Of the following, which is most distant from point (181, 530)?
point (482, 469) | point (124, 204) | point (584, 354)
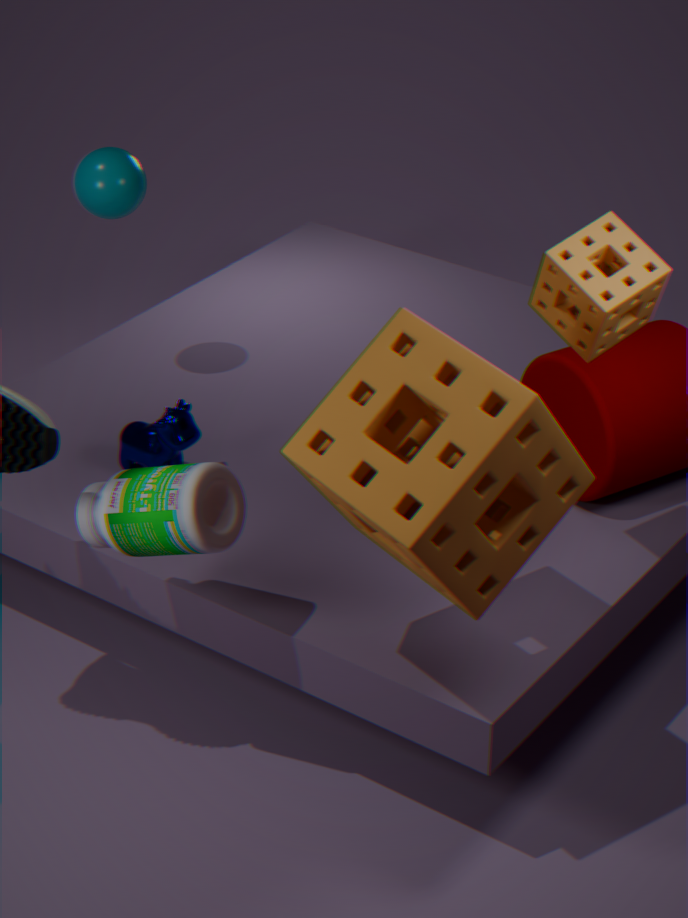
point (124, 204)
